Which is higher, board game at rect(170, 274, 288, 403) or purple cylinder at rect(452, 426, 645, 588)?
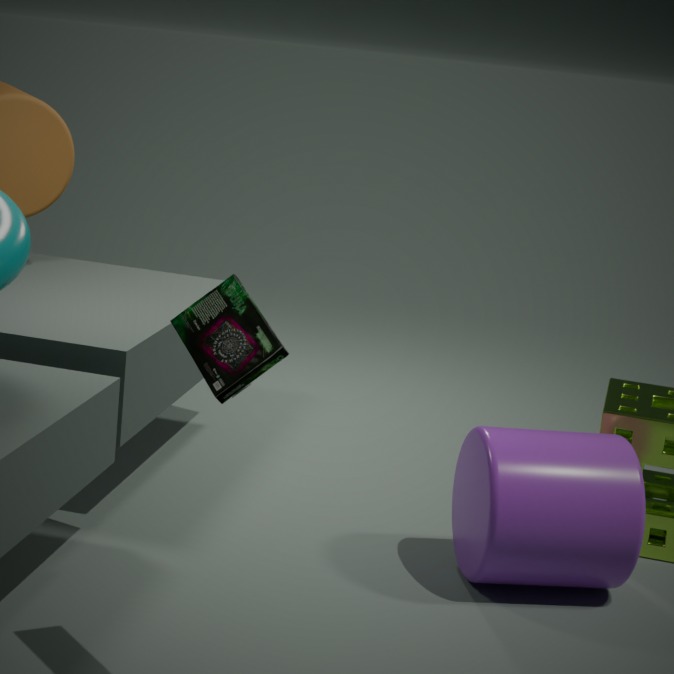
board game at rect(170, 274, 288, 403)
